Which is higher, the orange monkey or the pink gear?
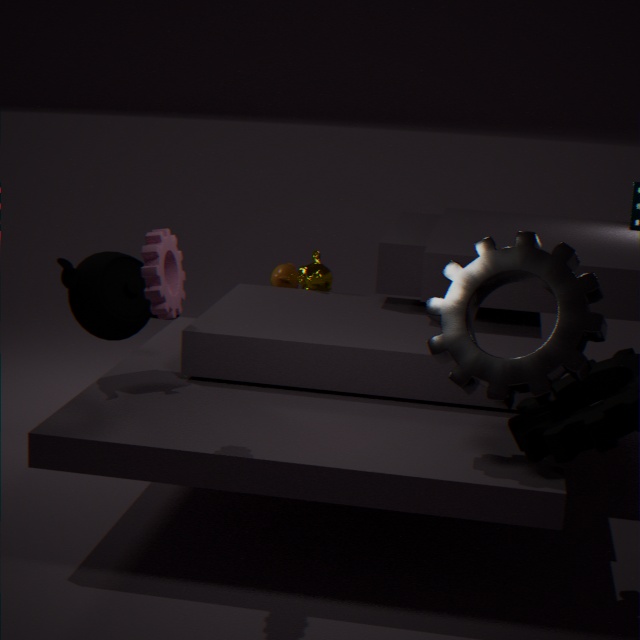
the pink gear
